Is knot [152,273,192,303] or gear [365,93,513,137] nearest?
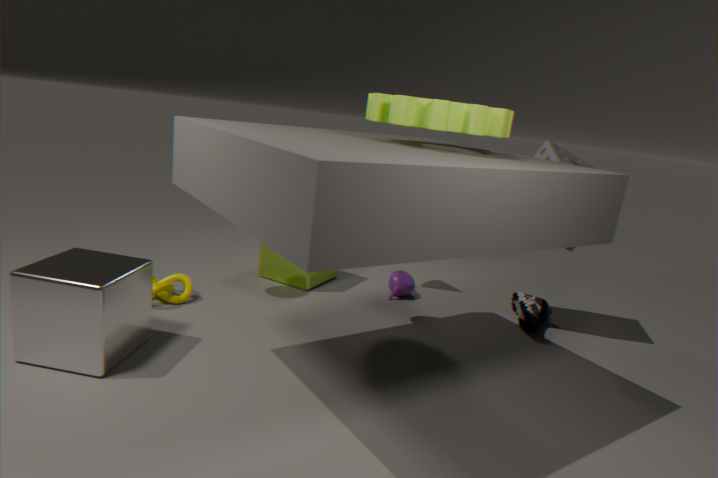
gear [365,93,513,137]
